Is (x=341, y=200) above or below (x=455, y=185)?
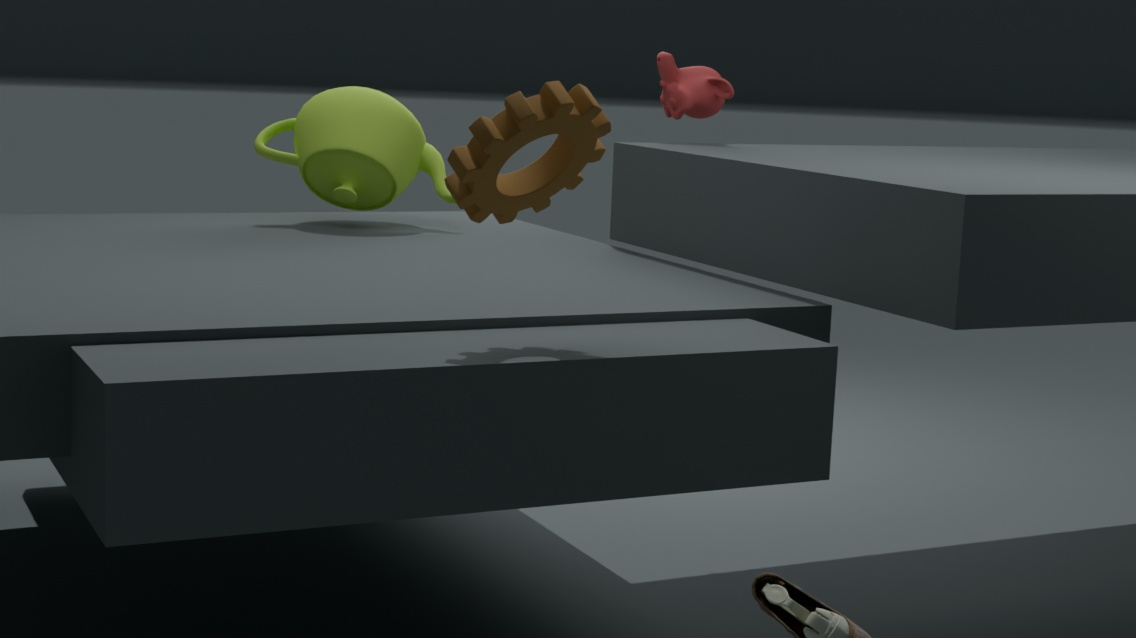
below
